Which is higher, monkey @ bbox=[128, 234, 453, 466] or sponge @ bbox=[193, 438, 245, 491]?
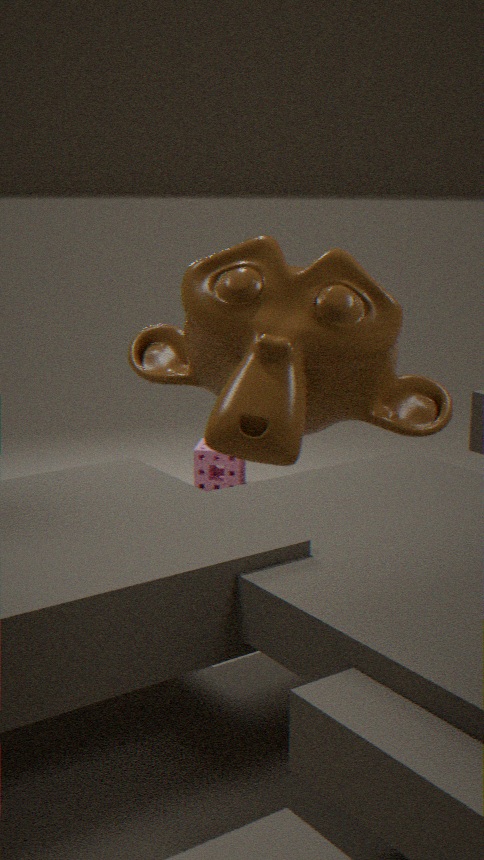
monkey @ bbox=[128, 234, 453, 466]
